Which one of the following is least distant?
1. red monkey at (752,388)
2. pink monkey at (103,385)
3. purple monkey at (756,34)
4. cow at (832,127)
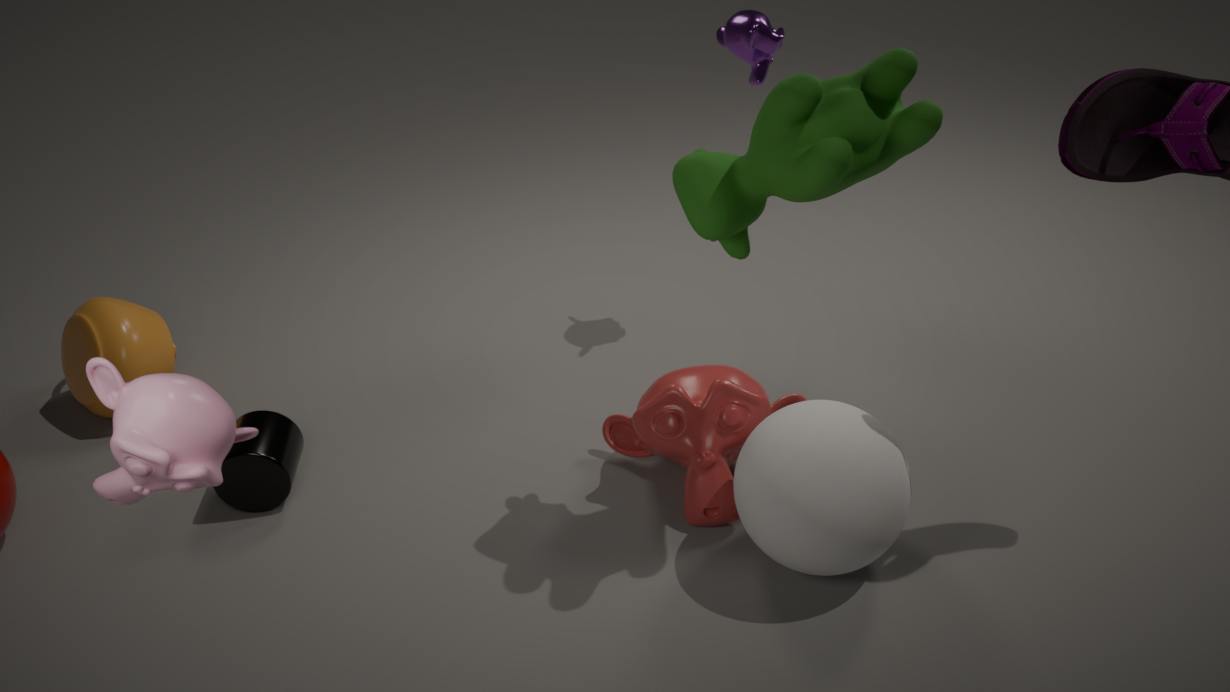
pink monkey at (103,385)
